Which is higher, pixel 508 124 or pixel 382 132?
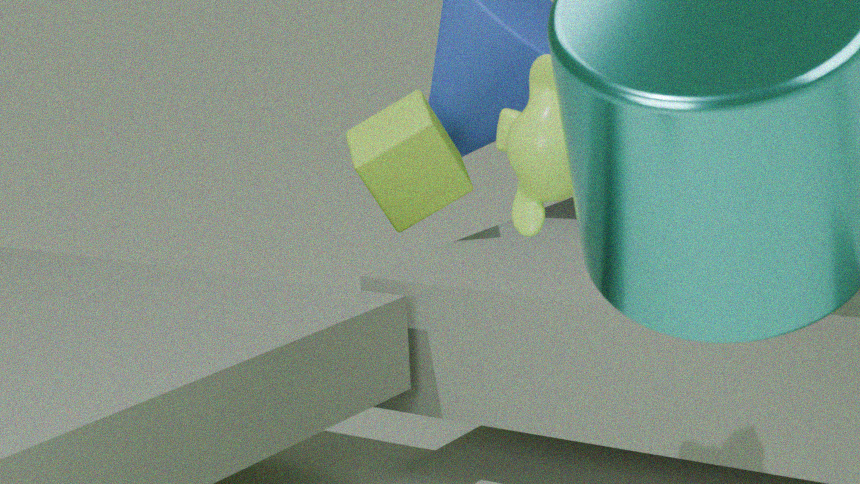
pixel 508 124
